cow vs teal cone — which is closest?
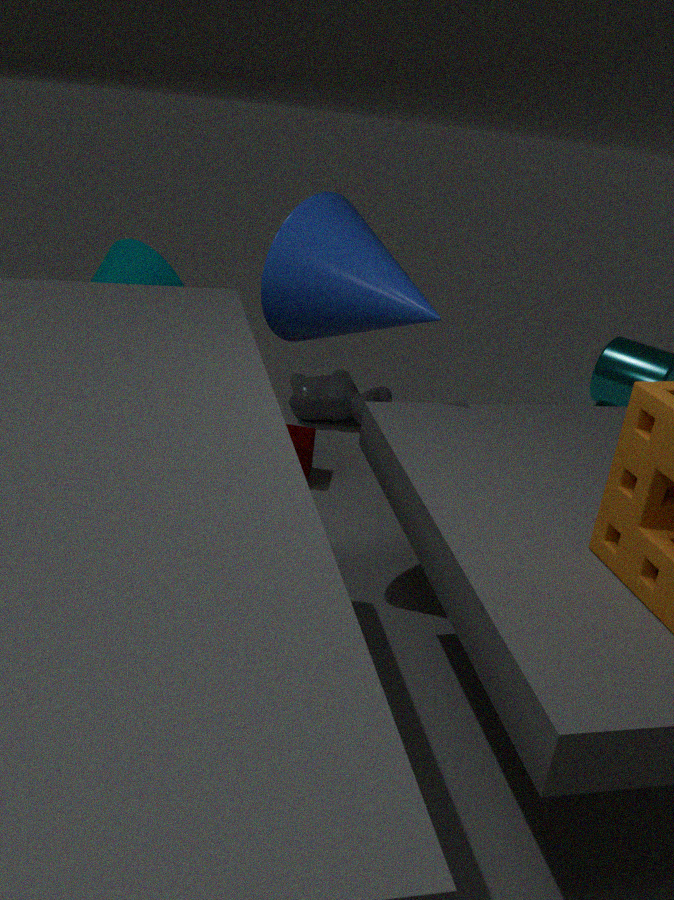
teal cone
